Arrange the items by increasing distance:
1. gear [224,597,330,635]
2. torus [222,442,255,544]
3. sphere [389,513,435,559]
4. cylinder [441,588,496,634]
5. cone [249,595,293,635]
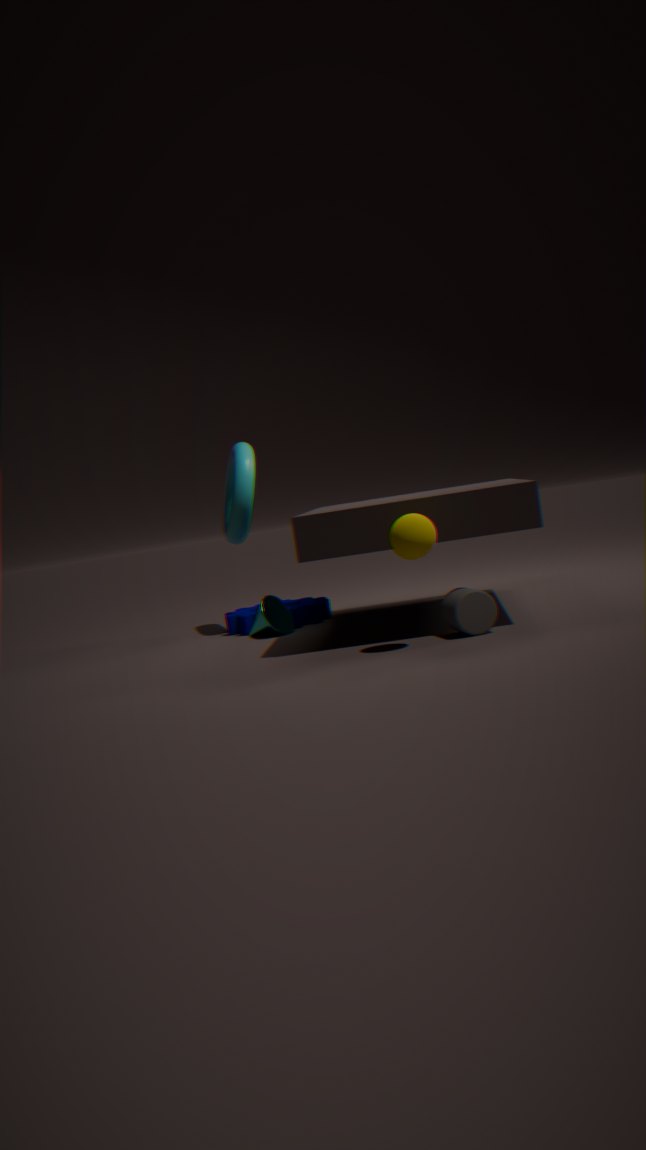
sphere [389,513,435,559], cylinder [441,588,496,634], cone [249,595,293,635], gear [224,597,330,635], torus [222,442,255,544]
